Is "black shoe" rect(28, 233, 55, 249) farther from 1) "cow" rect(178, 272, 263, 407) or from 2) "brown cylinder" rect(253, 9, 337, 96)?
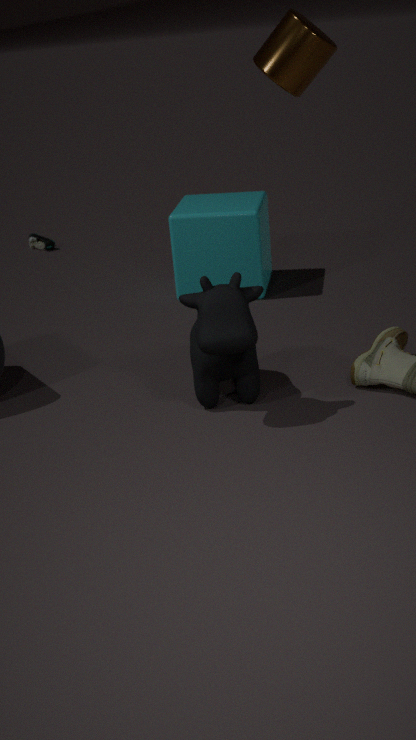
2) "brown cylinder" rect(253, 9, 337, 96)
